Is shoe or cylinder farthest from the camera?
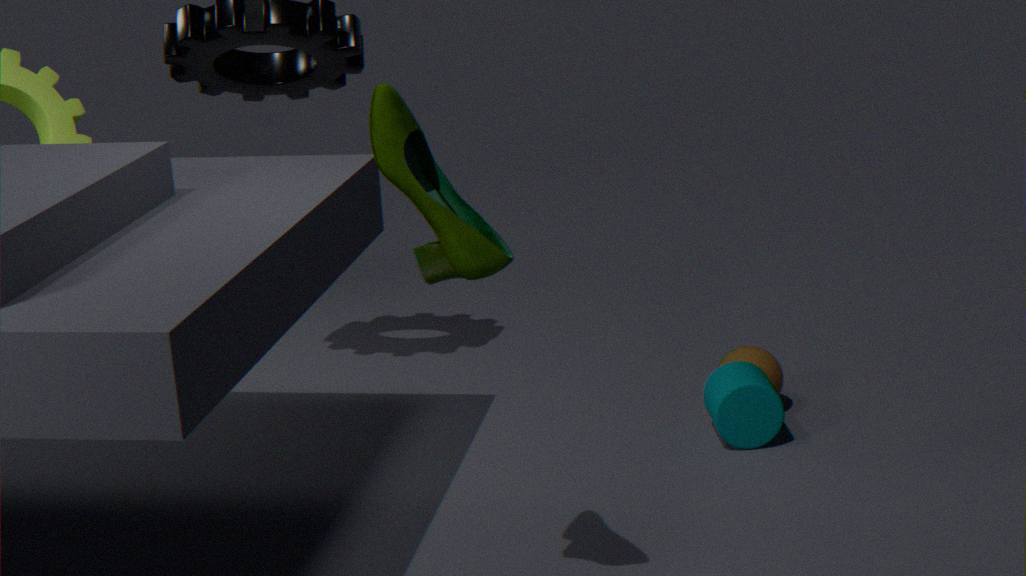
cylinder
